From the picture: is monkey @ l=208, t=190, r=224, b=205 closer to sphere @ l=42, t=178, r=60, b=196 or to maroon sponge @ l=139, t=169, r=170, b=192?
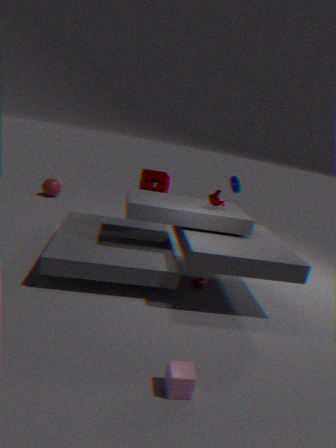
maroon sponge @ l=139, t=169, r=170, b=192
